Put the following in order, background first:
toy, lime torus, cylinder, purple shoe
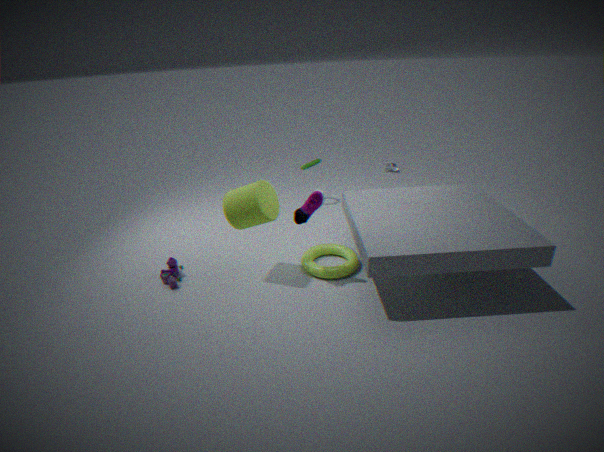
lime torus
toy
cylinder
purple shoe
